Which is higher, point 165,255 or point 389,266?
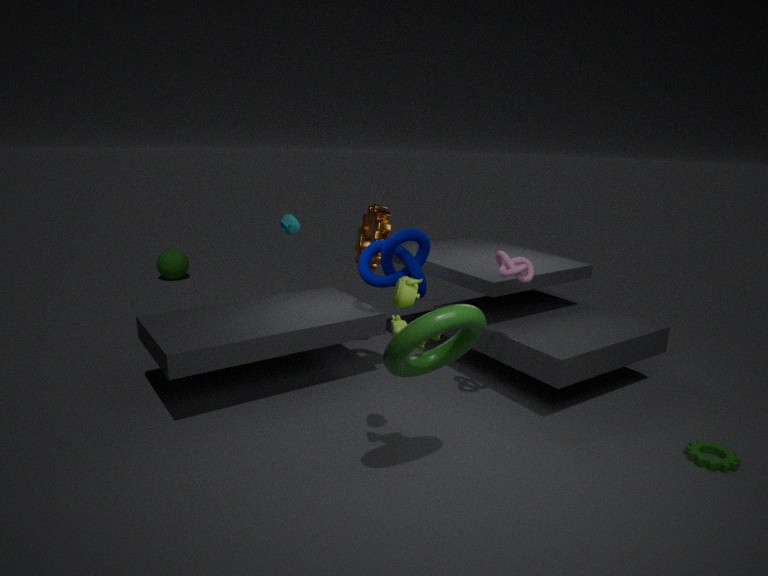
point 389,266
